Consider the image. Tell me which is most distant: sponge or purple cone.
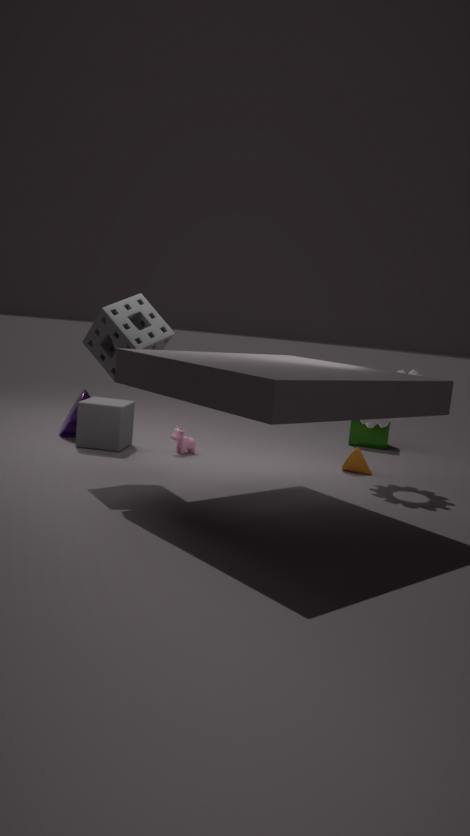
purple cone
